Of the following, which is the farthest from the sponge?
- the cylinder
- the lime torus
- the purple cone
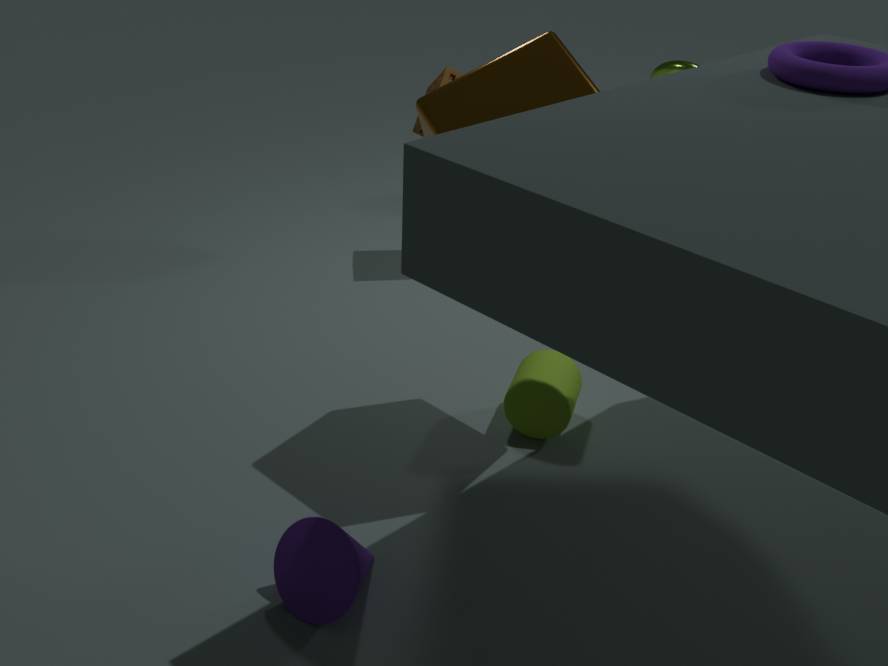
the purple cone
